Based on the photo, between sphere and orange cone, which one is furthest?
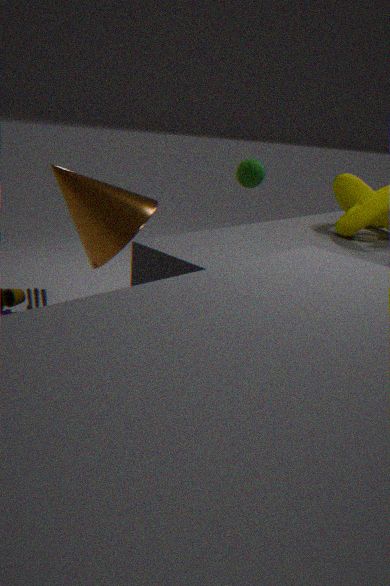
sphere
